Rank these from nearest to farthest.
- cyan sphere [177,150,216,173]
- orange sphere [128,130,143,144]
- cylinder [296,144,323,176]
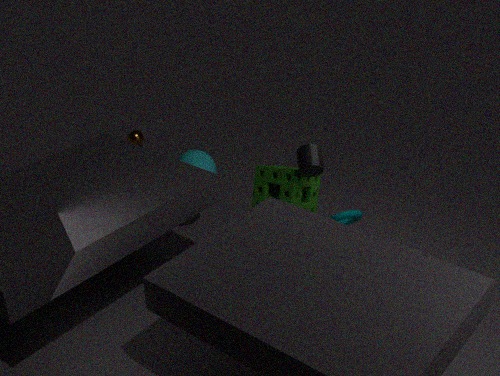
cylinder [296,144,323,176], cyan sphere [177,150,216,173], orange sphere [128,130,143,144]
